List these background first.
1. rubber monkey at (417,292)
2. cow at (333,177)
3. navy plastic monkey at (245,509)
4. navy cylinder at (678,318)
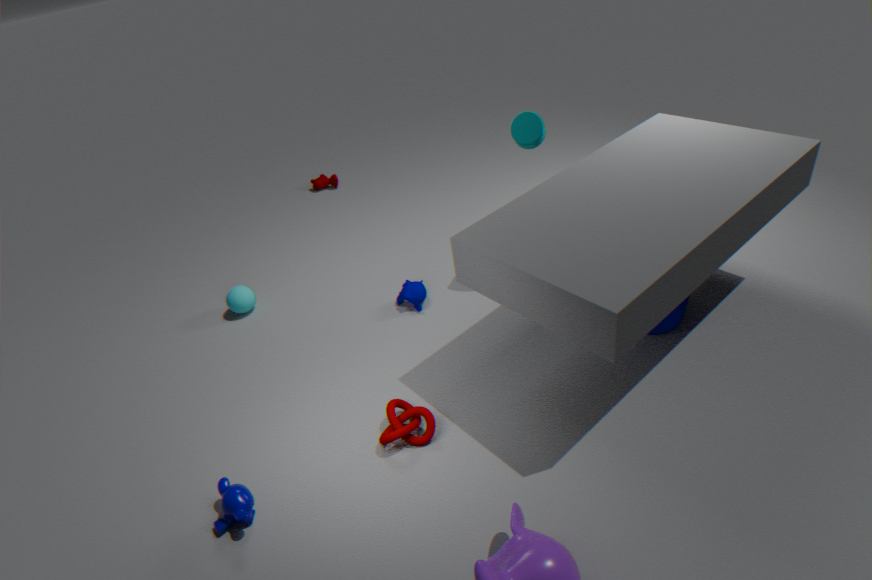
1. cow at (333,177)
2. rubber monkey at (417,292)
3. navy cylinder at (678,318)
4. navy plastic monkey at (245,509)
